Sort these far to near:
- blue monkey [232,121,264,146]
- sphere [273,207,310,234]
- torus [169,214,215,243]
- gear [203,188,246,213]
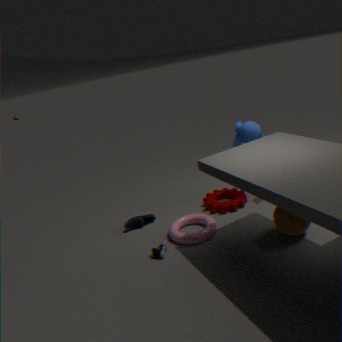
gear [203,188,246,213] → blue monkey [232,121,264,146] → torus [169,214,215,243] → sphere [273,207,310,234]
